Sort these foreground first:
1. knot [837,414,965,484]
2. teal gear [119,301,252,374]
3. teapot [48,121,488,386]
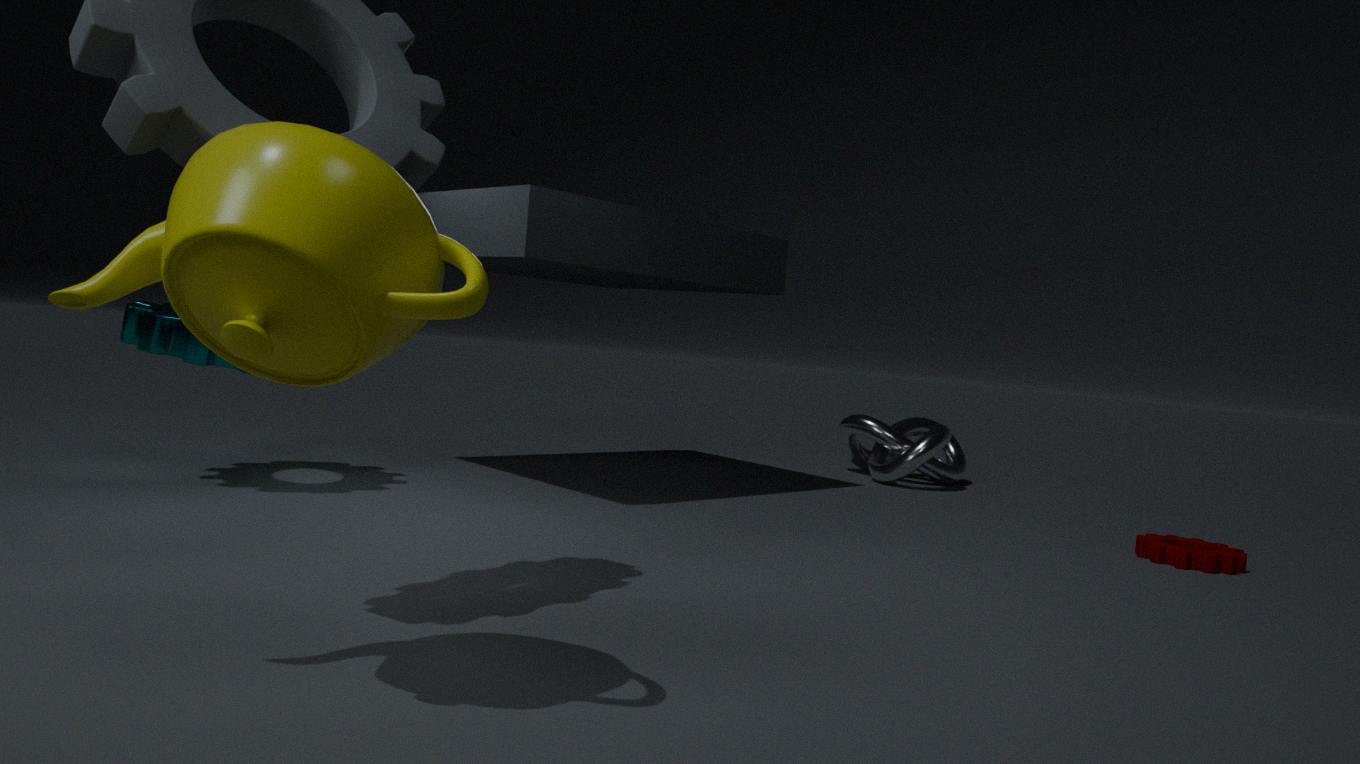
teapot [48,121,488,386] → teal gear [119,301,252,374] → knot [837,414,965,484]
